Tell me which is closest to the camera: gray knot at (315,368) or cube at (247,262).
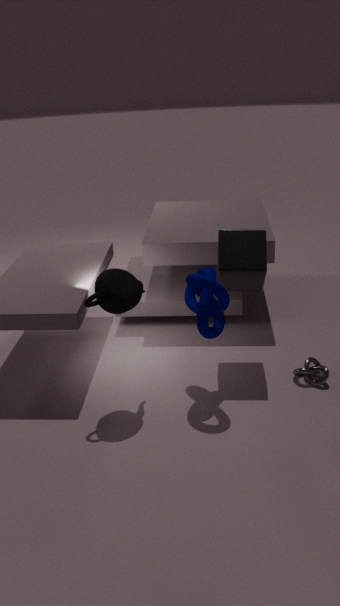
cube at (247,262)
